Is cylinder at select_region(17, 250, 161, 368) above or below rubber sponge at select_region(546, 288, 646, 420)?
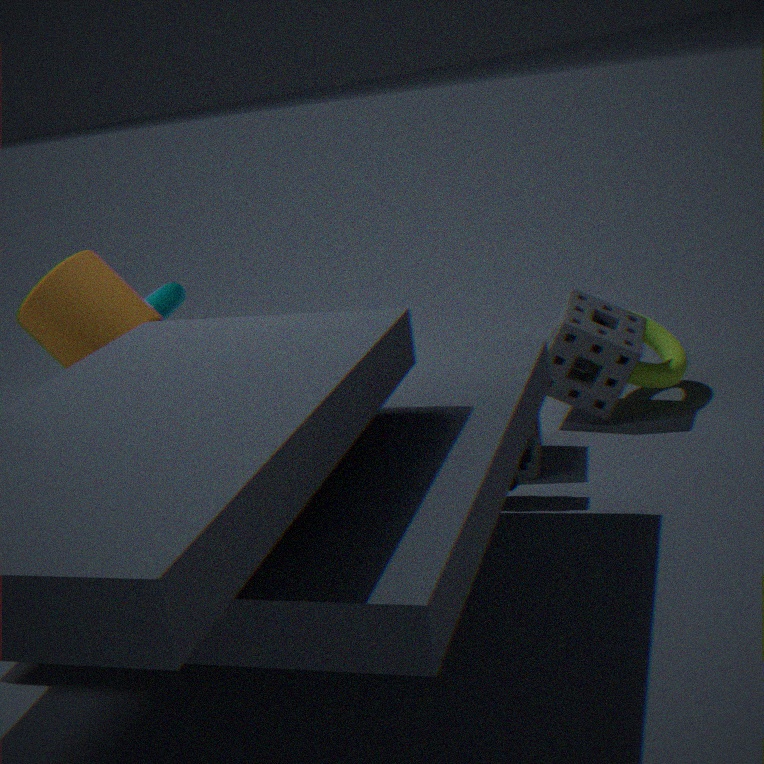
above
